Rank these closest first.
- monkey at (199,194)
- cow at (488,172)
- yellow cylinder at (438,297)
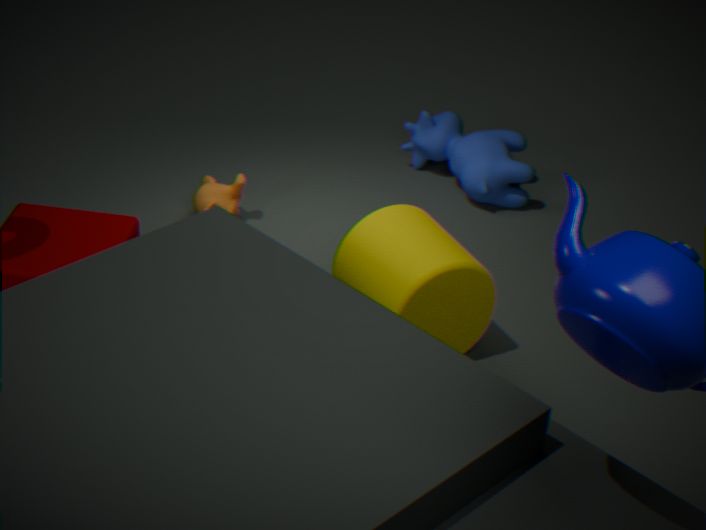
yellow cylinder at (438,297), monkey at (199,194), cow at (488,172)
